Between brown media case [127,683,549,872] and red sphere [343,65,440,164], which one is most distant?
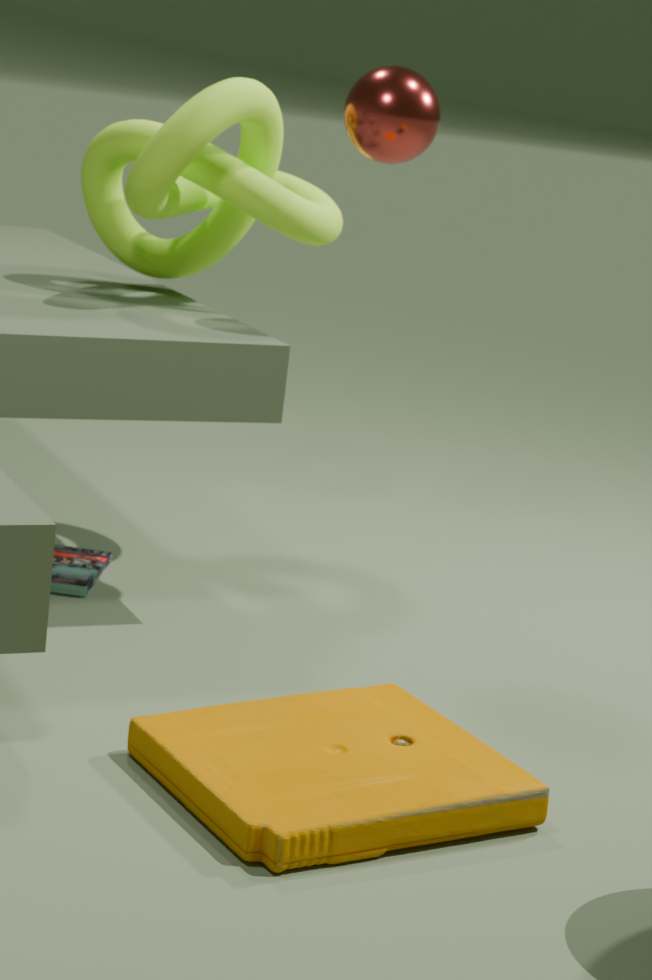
red sphere [343,65,440,164]
